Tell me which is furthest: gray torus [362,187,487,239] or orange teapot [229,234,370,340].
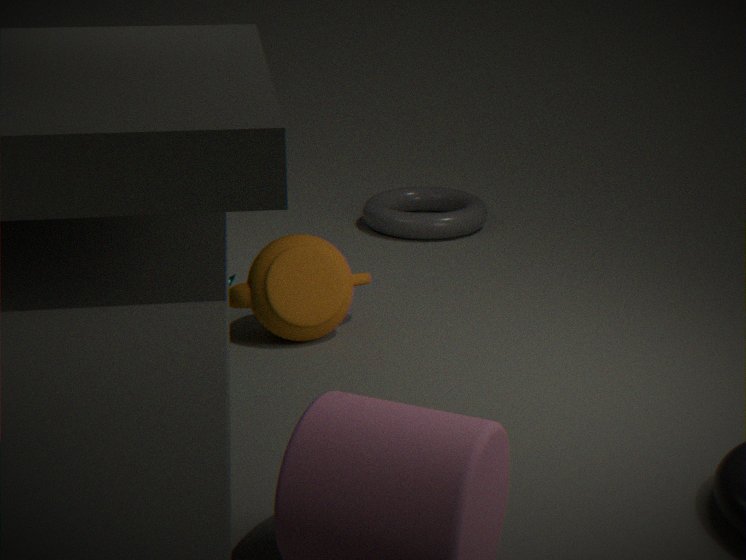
gray torus [362,187,487,239]
